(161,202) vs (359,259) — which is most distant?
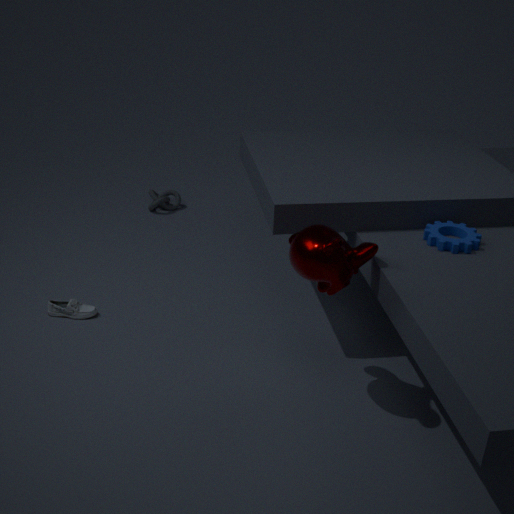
(161,202)
